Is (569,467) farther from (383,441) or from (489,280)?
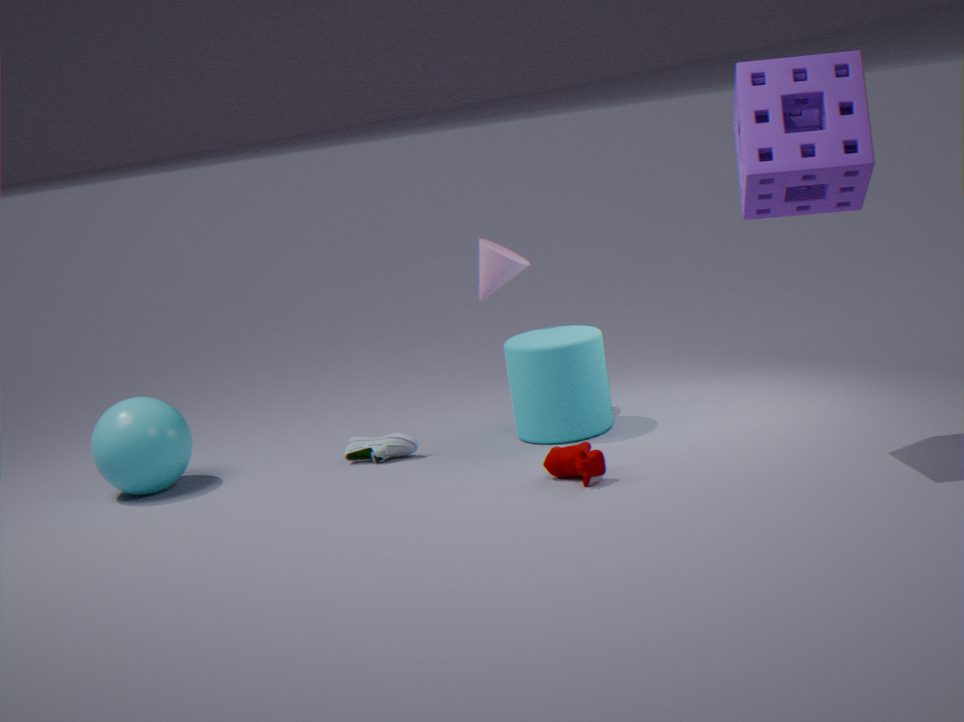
(489,280)
